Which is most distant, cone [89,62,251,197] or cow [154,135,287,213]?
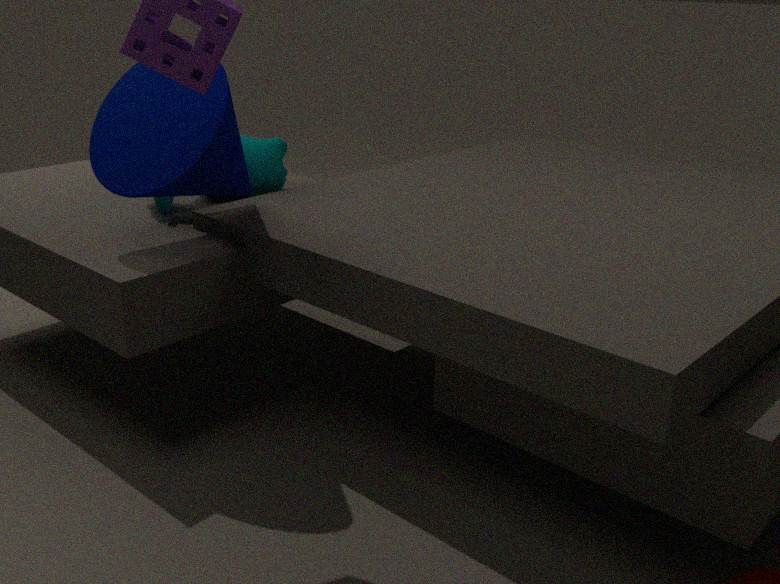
cow [154,135,287,213]
